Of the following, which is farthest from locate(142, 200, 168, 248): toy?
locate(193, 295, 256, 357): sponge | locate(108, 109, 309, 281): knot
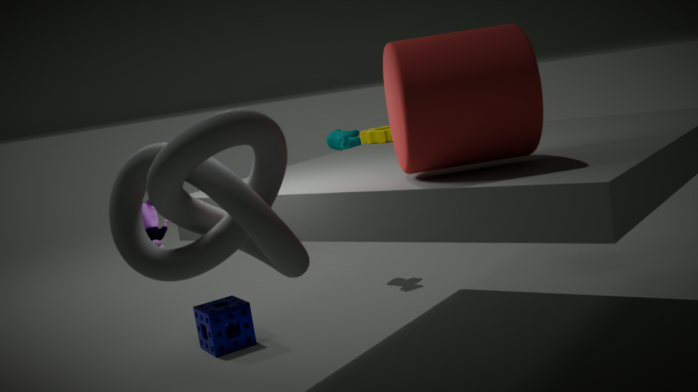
locate(193, 295, 256, 357): sponge
